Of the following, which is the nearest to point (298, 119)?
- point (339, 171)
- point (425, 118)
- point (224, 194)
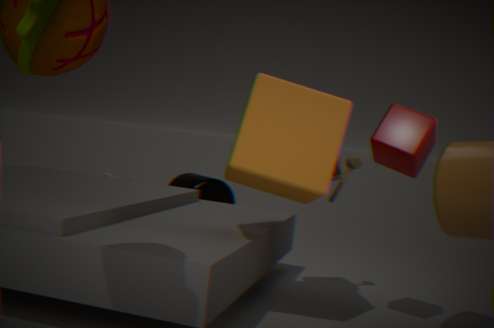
point (339, 171)
